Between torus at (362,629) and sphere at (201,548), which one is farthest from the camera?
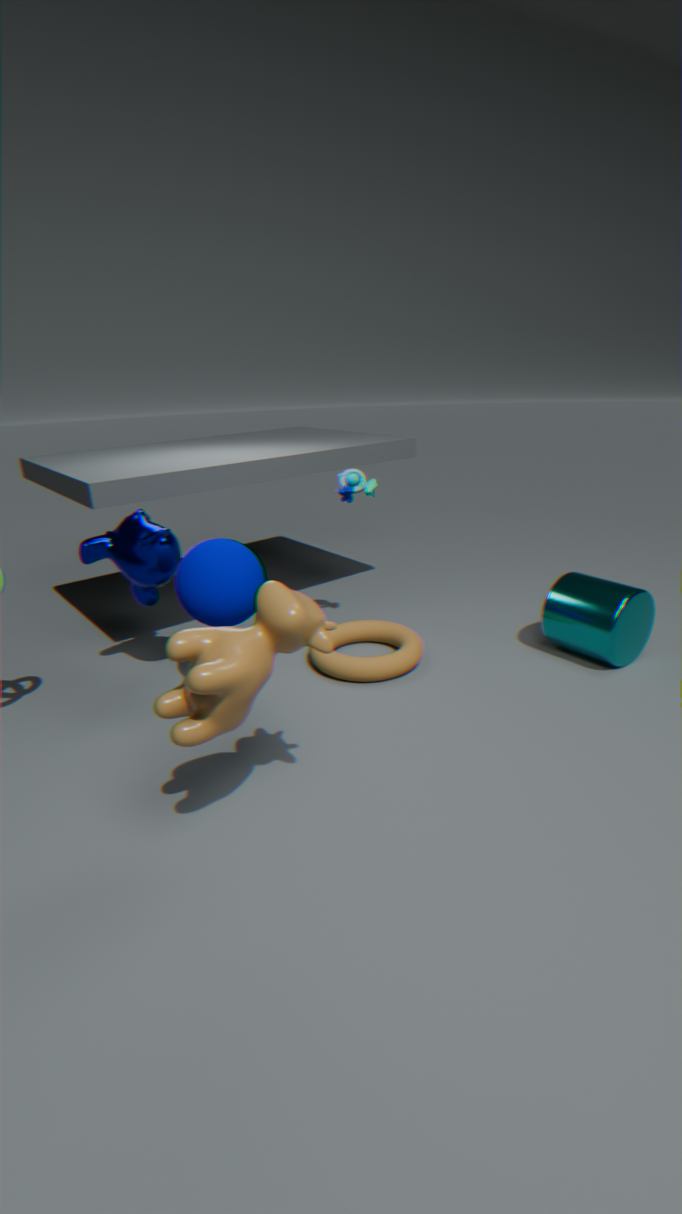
torus at (362,629)
